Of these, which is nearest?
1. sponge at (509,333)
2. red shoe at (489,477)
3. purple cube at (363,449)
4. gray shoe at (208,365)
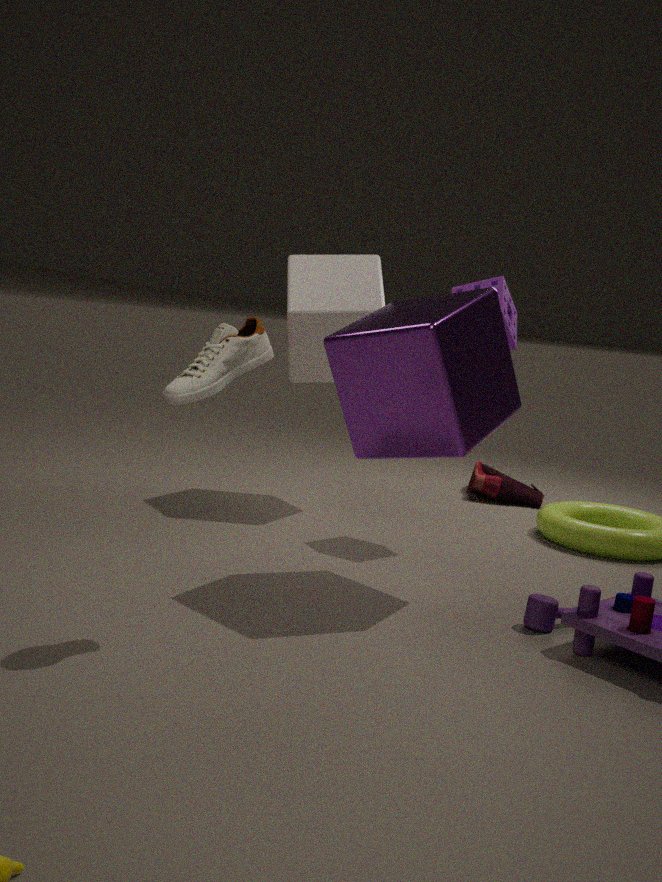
gray shoe at (208,365)
